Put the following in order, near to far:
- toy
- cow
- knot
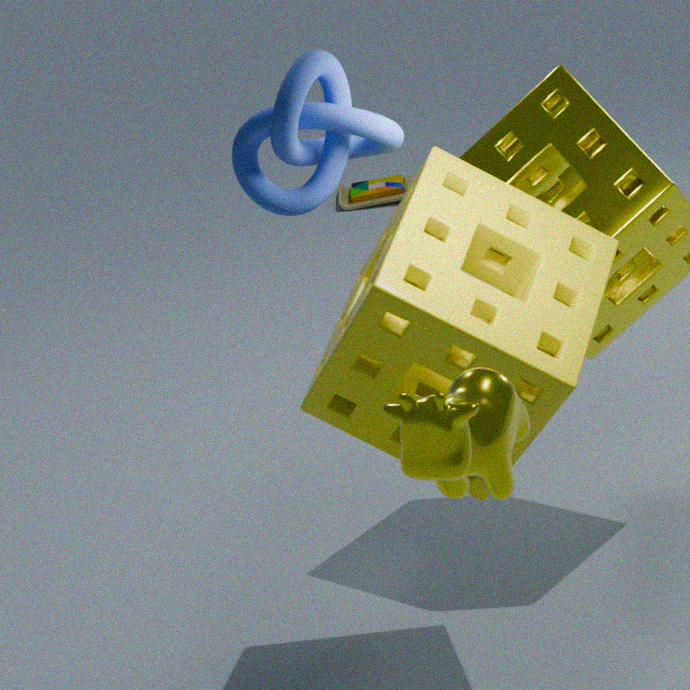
cow, knot, toy
